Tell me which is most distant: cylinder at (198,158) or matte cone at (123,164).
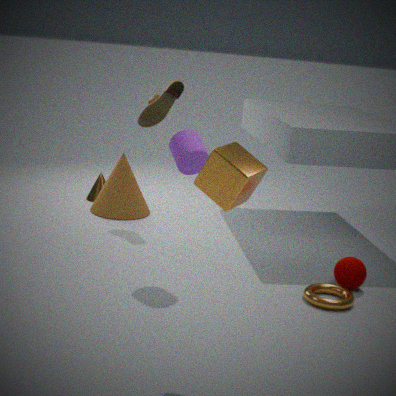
matte cone at (123,164)
